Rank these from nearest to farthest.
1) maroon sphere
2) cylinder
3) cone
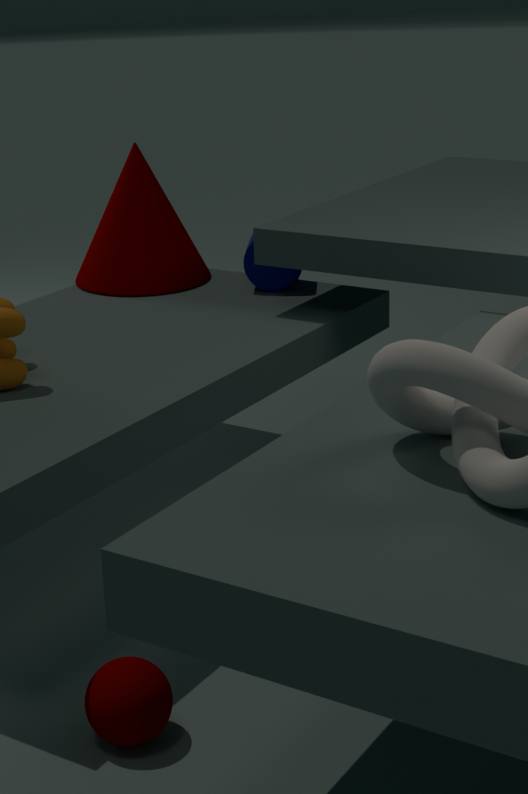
1. maroon sphere < 2. cylinder < 3. cone
